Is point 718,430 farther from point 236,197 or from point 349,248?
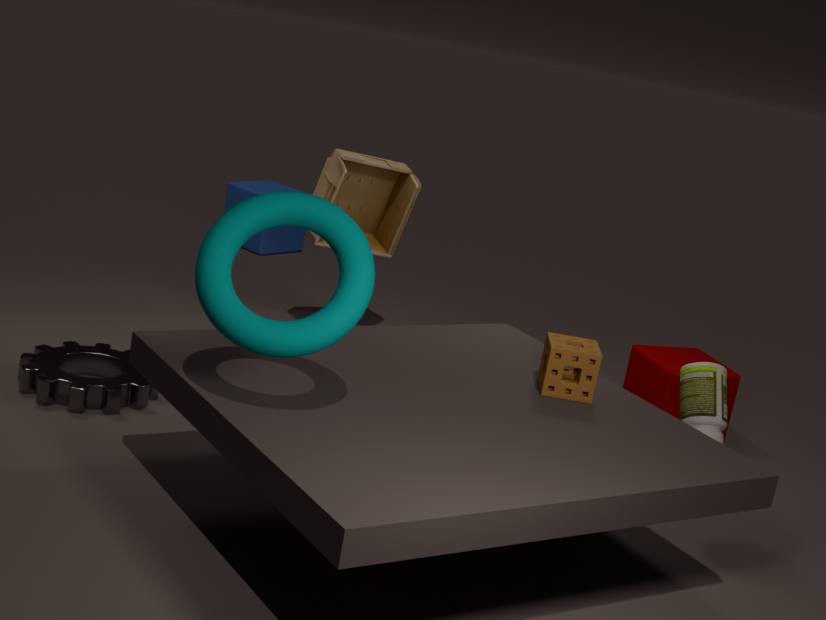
point 236,197
